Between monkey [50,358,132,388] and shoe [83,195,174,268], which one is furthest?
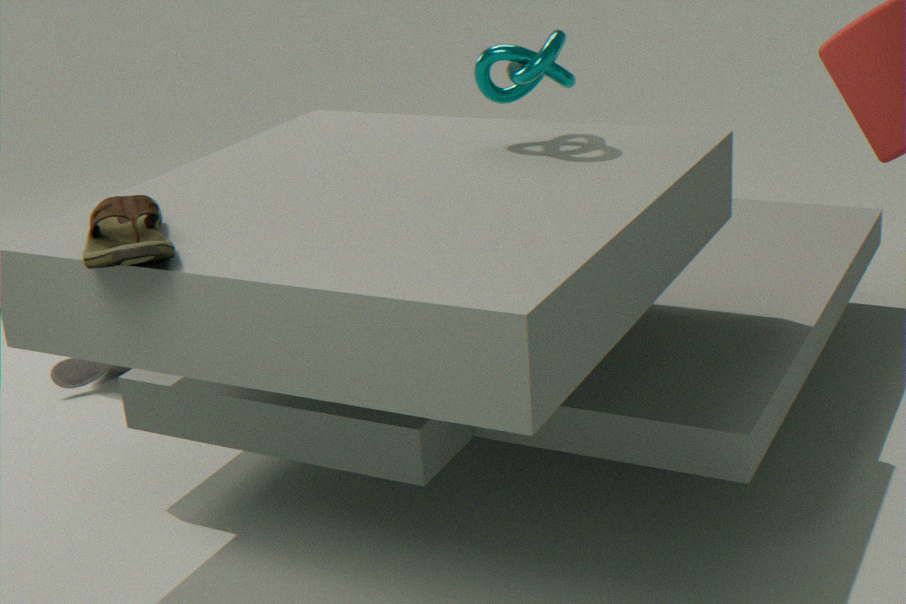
monkey [50,358,132,388]
